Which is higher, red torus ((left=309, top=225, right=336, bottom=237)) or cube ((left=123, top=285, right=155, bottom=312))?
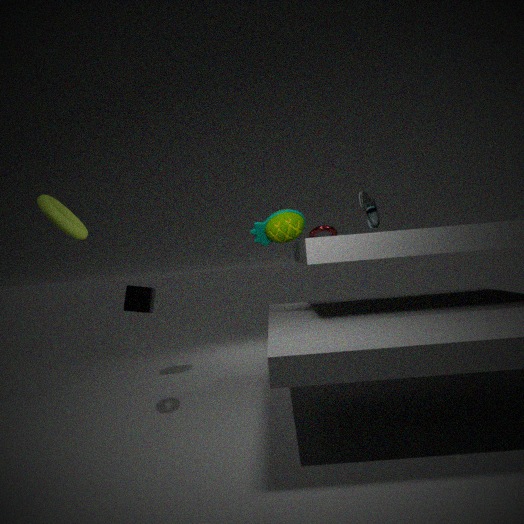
red torus ((left=309, top=225, right=336, bottom=237))
